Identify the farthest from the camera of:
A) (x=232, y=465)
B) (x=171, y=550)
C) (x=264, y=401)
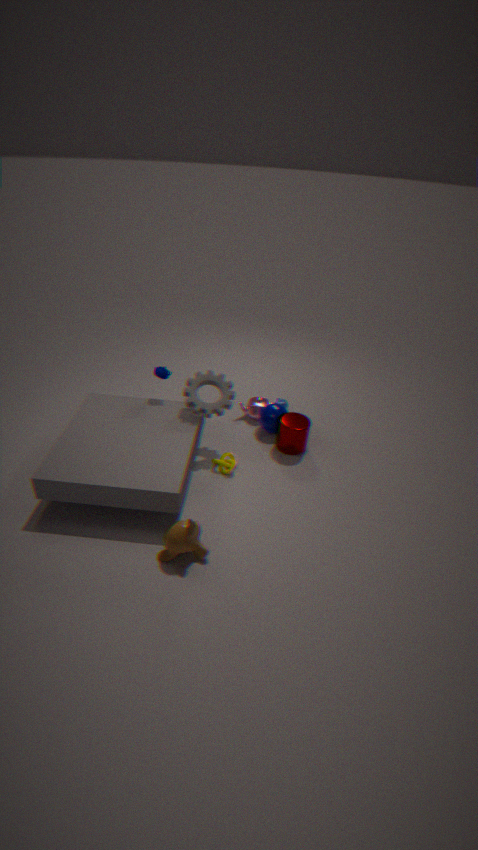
(x=264, y=401)
